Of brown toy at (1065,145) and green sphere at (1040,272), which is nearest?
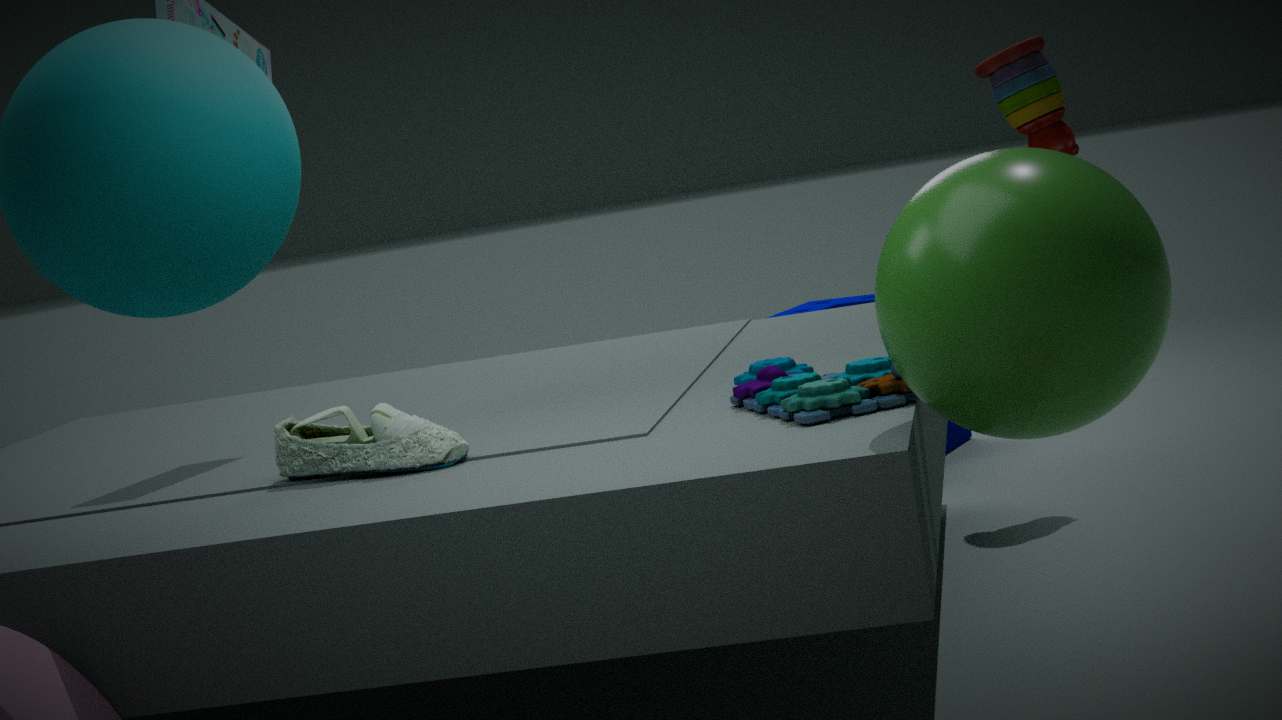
green sphere at (1040,272)
